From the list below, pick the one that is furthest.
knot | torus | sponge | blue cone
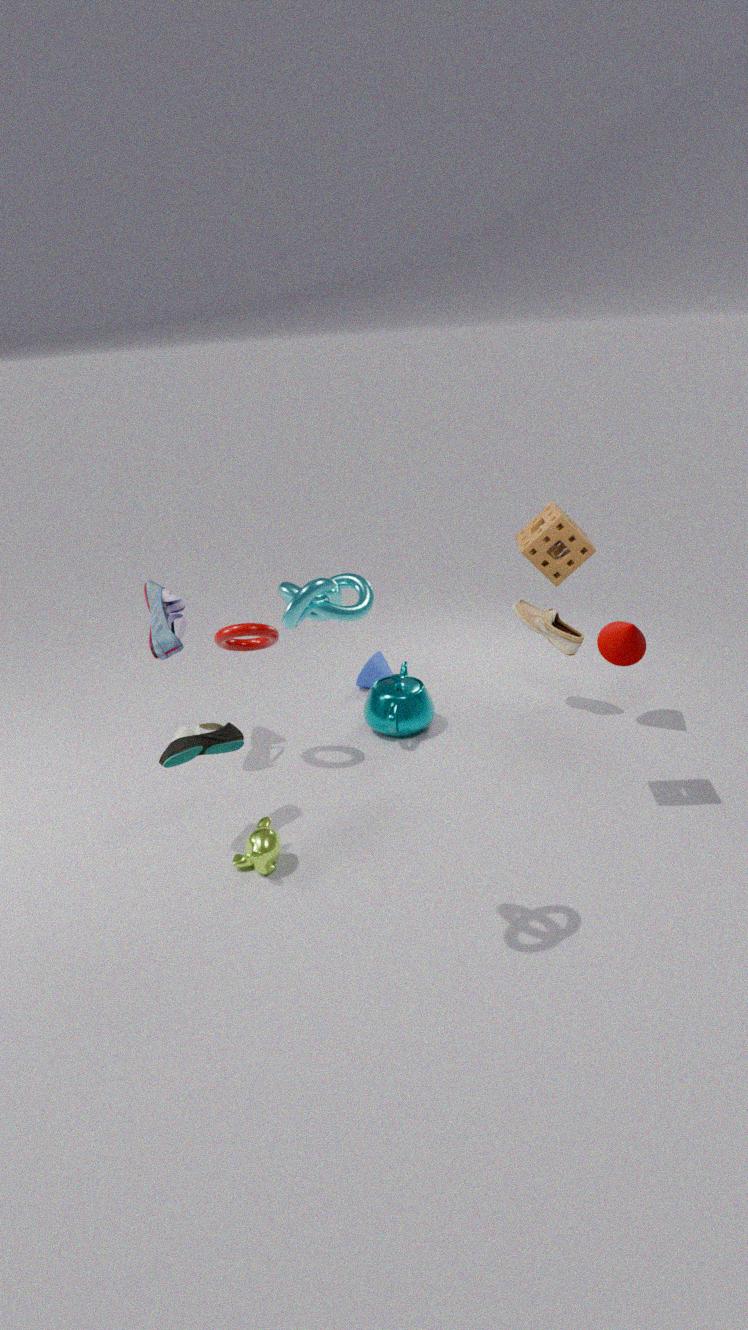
blue cone
